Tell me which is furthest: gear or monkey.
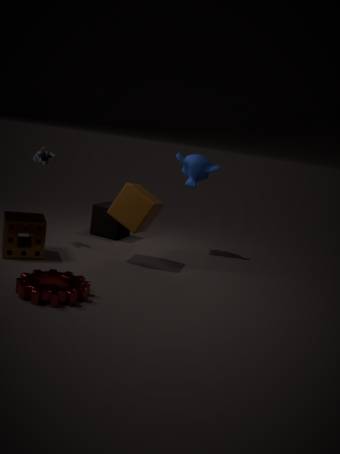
monkey
